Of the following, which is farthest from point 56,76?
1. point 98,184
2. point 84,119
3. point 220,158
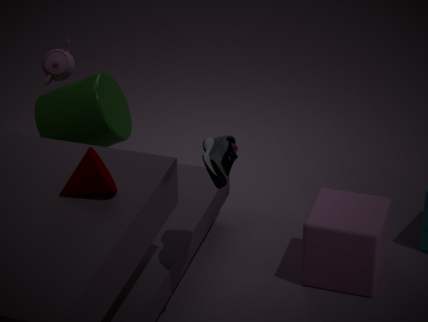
point 220,158
